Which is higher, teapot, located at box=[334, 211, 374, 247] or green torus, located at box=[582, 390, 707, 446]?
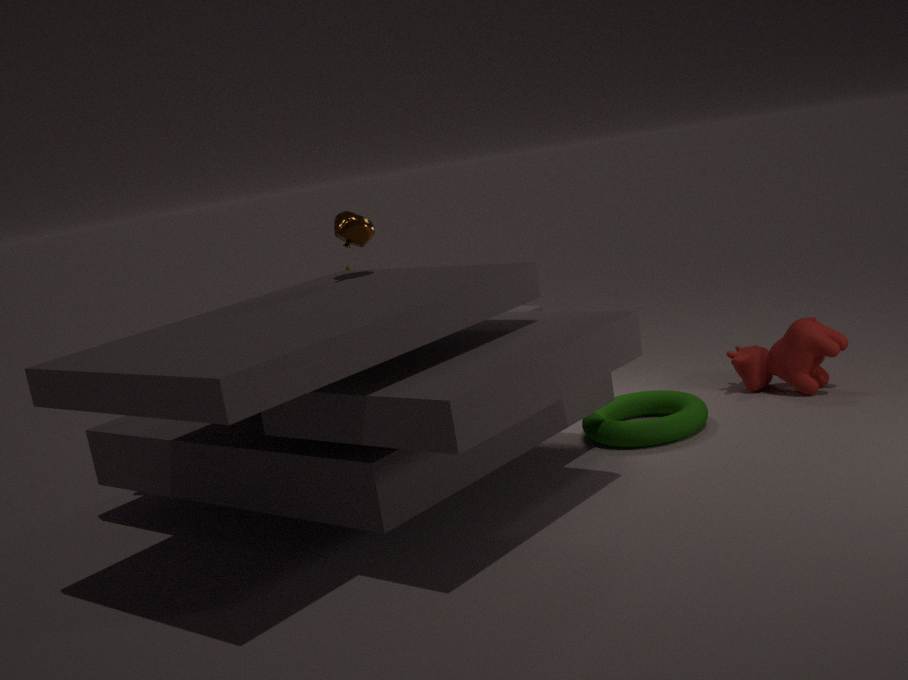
teapot, located at box=[334, 211, 374, 247]
